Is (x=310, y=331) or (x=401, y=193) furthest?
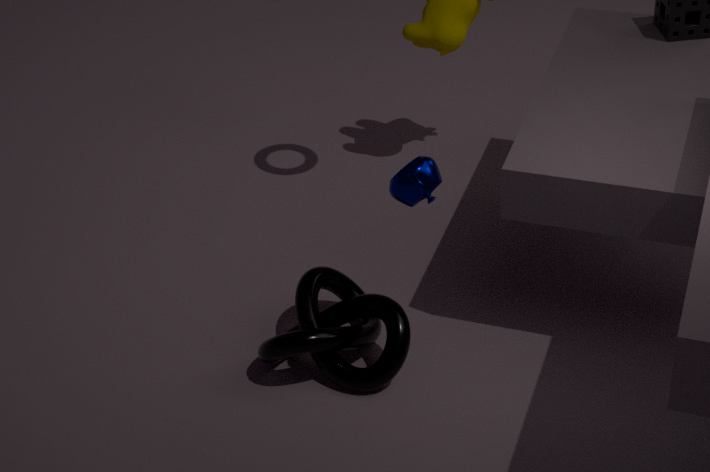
(x=310, y=331)
